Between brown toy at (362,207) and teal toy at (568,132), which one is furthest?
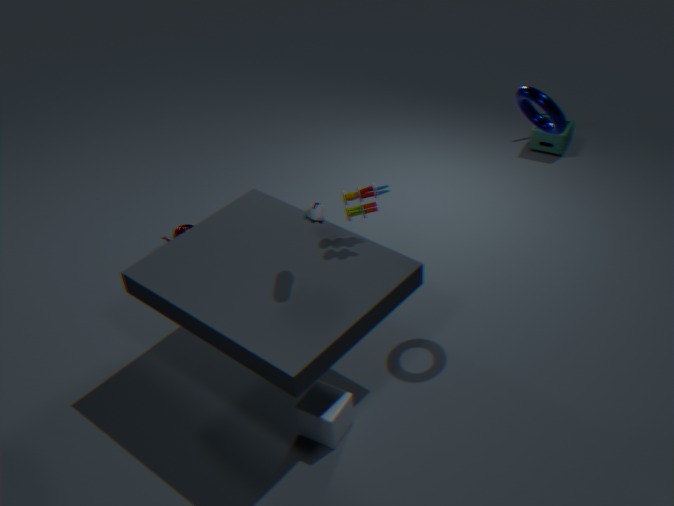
teal toy at (568,132)
